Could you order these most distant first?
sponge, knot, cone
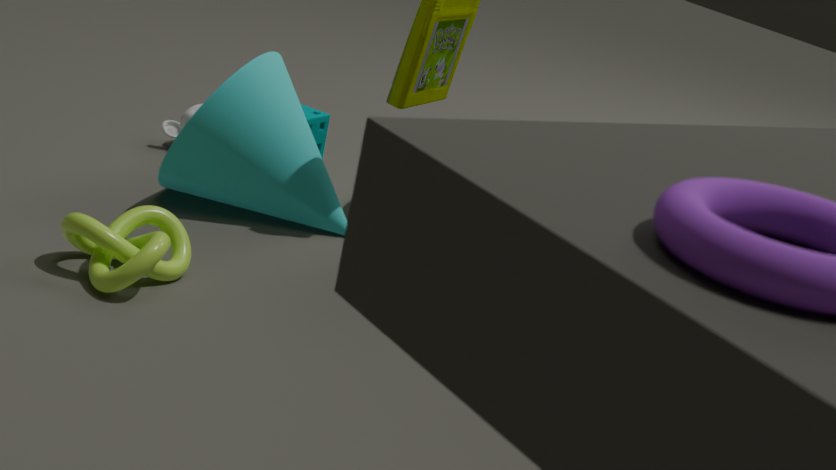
sponge, cone, knot
